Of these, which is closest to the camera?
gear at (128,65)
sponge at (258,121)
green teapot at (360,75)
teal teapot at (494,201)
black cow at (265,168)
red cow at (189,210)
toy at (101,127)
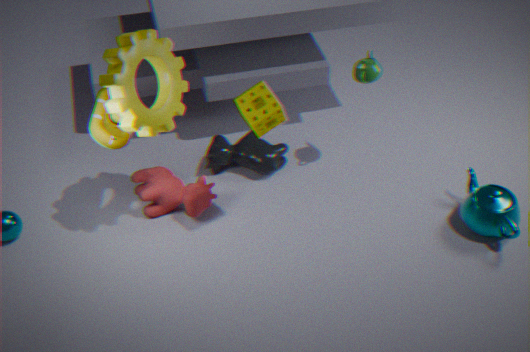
gear at (128,65)
